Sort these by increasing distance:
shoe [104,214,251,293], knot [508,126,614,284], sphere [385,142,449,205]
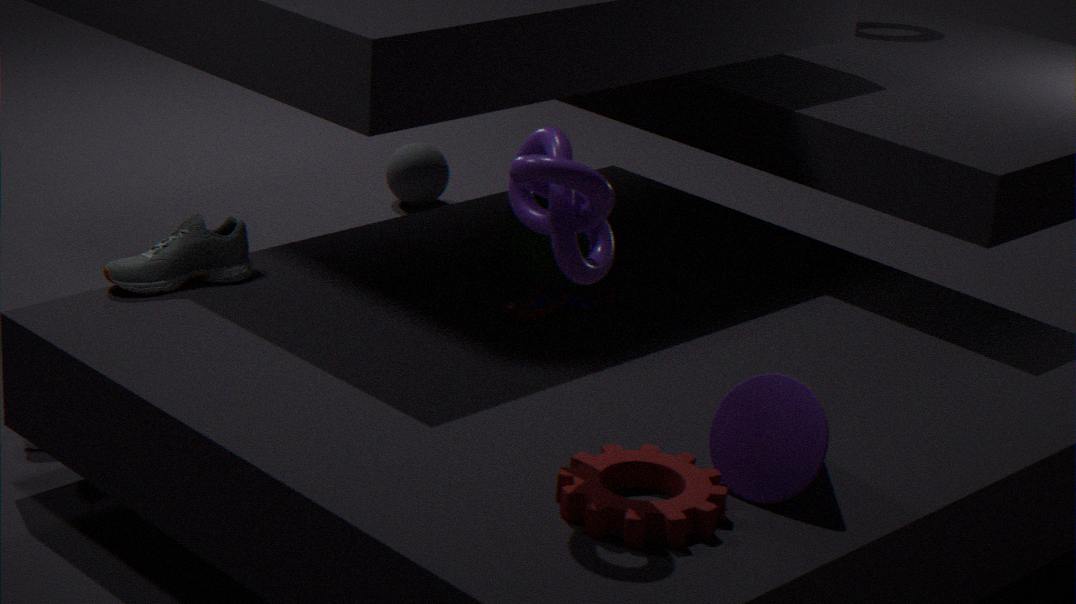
knot [508,126,614,284]
shoe [104,214,251,293]
sphere [385,142,449,205]
